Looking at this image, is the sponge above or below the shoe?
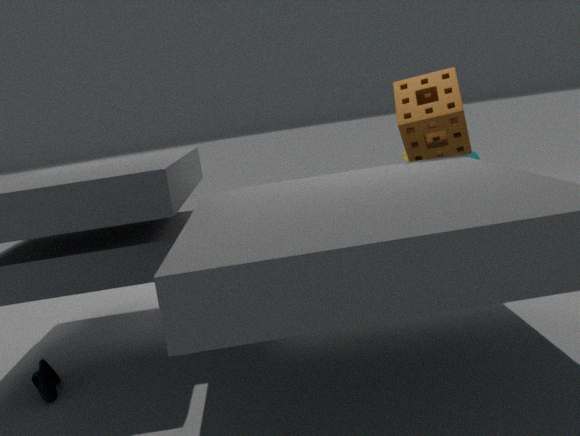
above
